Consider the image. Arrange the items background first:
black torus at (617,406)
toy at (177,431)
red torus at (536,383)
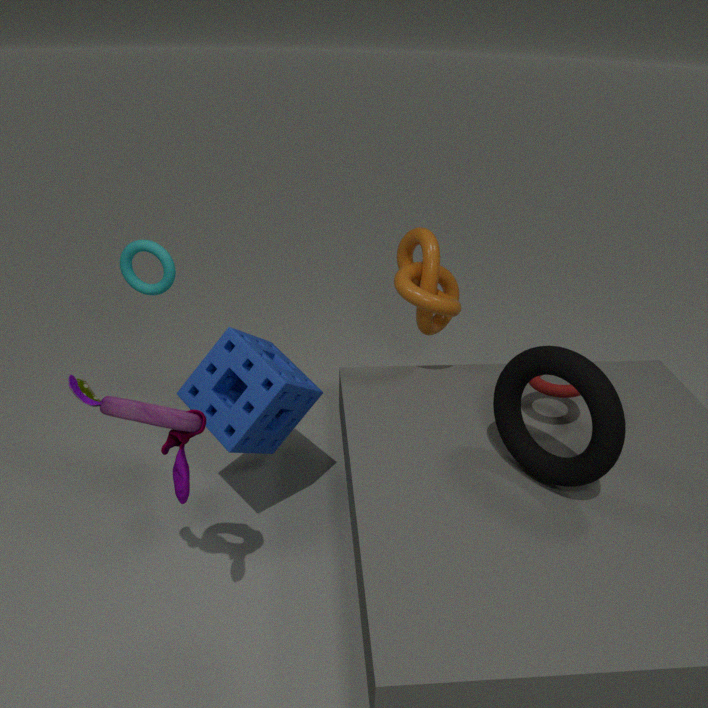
red torus at (536,383)
black torus at (617,406)
toy at (177,431)
